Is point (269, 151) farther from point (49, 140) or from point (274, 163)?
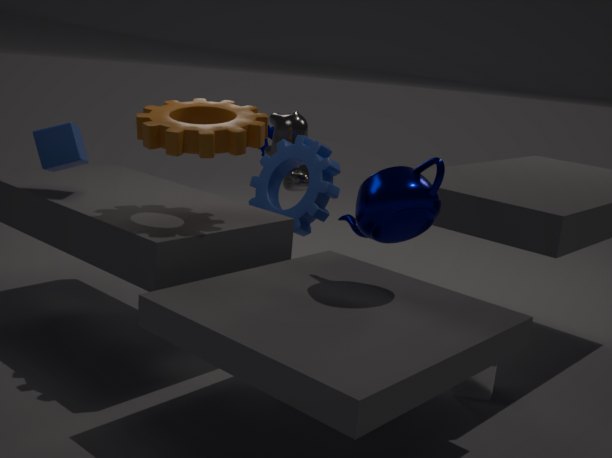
point (49, 140)
